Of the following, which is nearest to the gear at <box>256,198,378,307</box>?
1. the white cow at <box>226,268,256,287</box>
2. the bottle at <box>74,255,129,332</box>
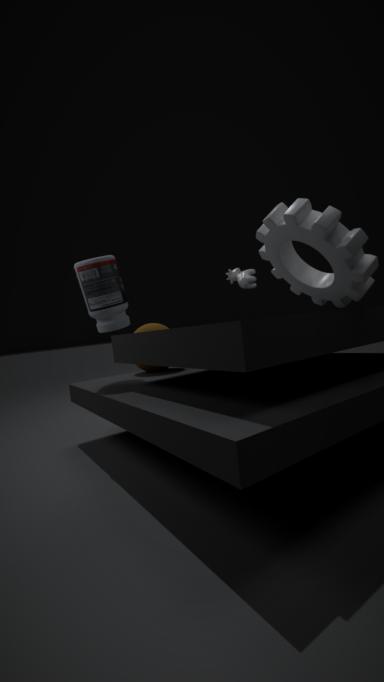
the white cow at <box>226,268,256,287</box>
